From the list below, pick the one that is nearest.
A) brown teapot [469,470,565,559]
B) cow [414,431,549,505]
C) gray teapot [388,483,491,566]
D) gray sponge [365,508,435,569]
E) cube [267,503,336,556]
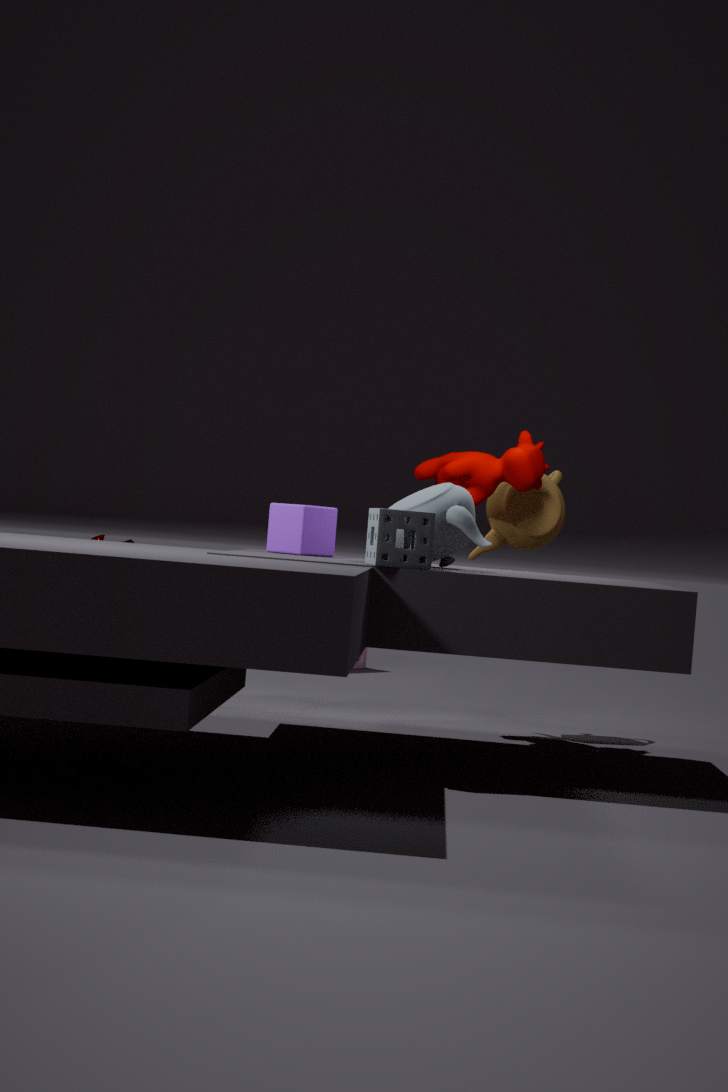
gray sponge [365,508,435,569]
